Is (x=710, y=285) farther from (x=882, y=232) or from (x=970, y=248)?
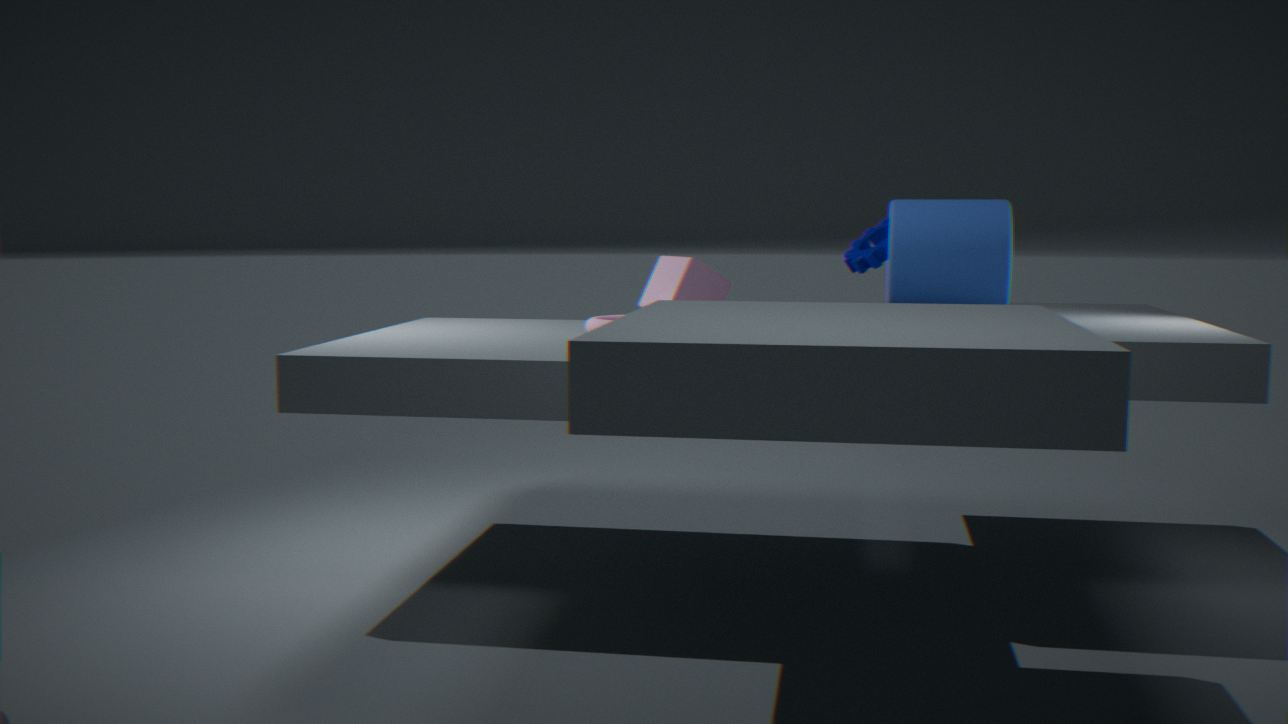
(x=970, y=248)
